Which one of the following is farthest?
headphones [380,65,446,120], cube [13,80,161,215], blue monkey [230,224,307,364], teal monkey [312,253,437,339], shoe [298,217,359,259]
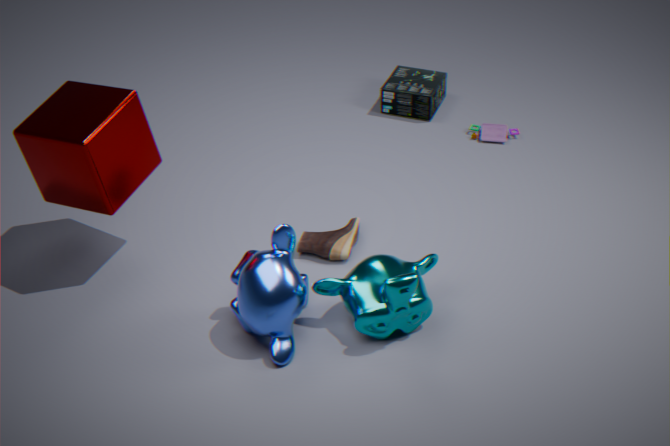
headphones [380,65,446,120]
